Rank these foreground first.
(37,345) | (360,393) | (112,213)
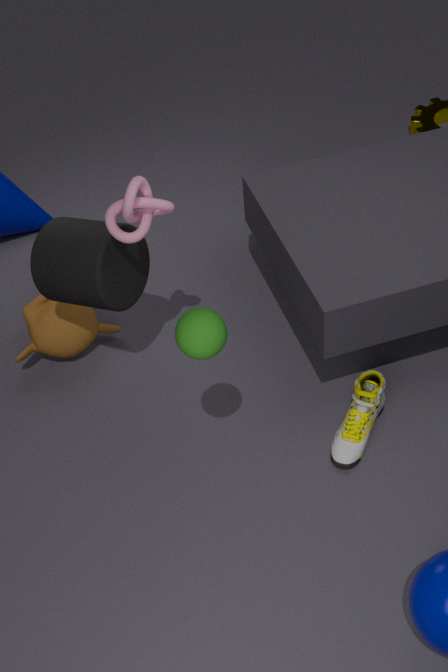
1. (112,213)
2. (360,393)
3. (37,345)
